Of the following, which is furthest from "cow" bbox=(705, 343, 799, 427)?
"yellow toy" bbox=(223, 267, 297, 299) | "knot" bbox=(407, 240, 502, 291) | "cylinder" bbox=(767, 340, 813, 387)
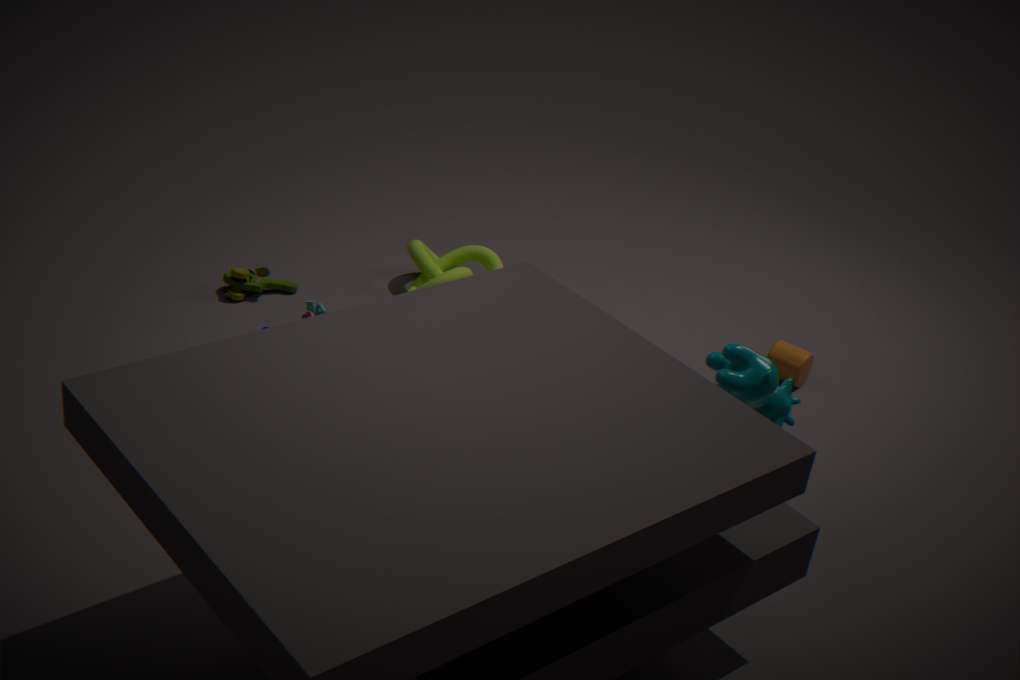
"yellow toy" bbox=(223, 267, 297, 299)
